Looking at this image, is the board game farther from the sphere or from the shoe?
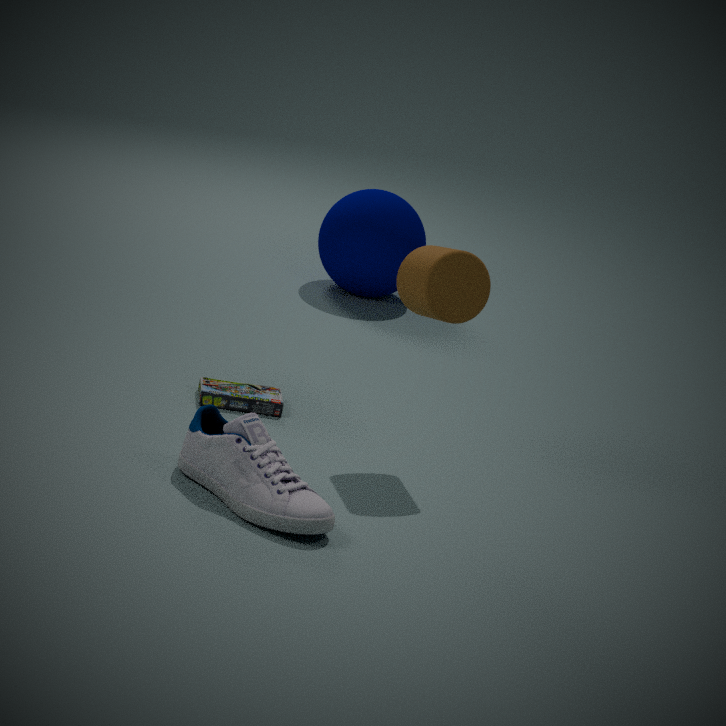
the sphere
